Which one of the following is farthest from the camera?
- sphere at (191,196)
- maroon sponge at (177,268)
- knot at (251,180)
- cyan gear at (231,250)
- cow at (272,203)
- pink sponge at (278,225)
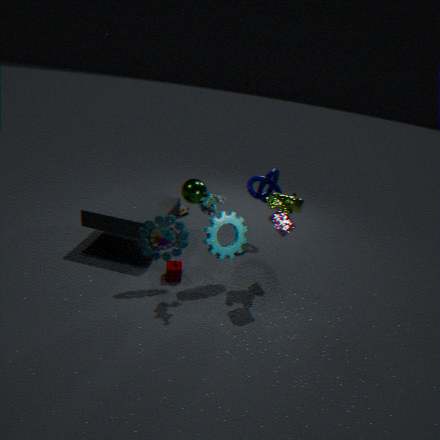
knot at (251,180)
